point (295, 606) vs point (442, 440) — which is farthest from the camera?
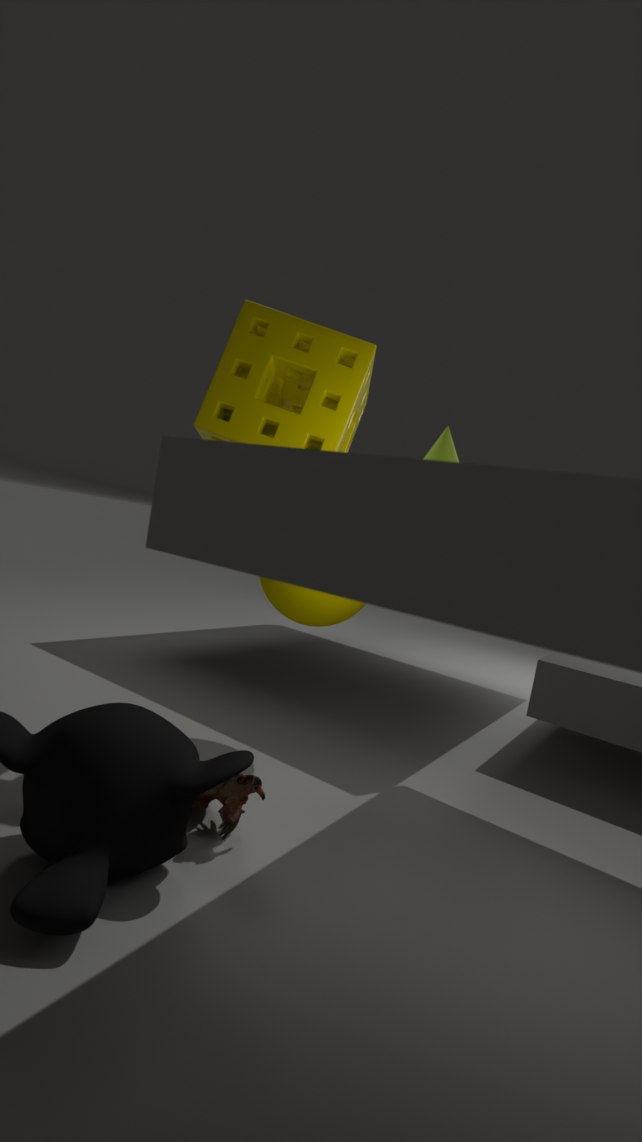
point (442, 440)
